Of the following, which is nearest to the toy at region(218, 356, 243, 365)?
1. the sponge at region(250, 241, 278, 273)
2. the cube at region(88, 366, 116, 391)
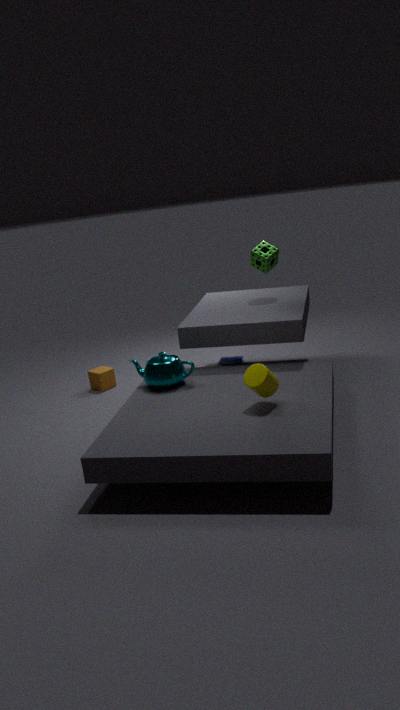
the sponge at region(250, 241, 278, 273)
